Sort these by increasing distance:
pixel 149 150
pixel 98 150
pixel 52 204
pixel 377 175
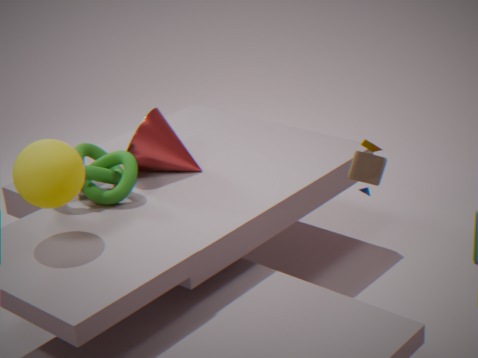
pixel 52 204 < pixel 377 175 < pixel 149 150 < pixel 98 150
